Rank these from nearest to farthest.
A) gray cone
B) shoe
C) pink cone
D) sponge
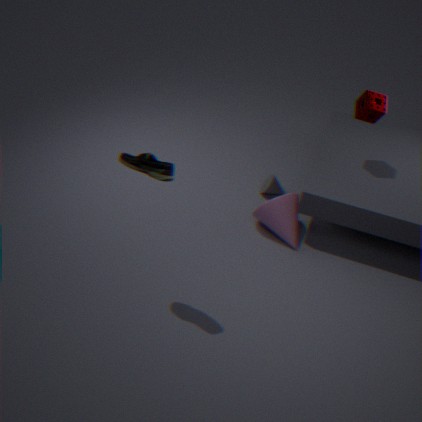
B. shoe → D. sponge → C. pink cone → A. gray cone
